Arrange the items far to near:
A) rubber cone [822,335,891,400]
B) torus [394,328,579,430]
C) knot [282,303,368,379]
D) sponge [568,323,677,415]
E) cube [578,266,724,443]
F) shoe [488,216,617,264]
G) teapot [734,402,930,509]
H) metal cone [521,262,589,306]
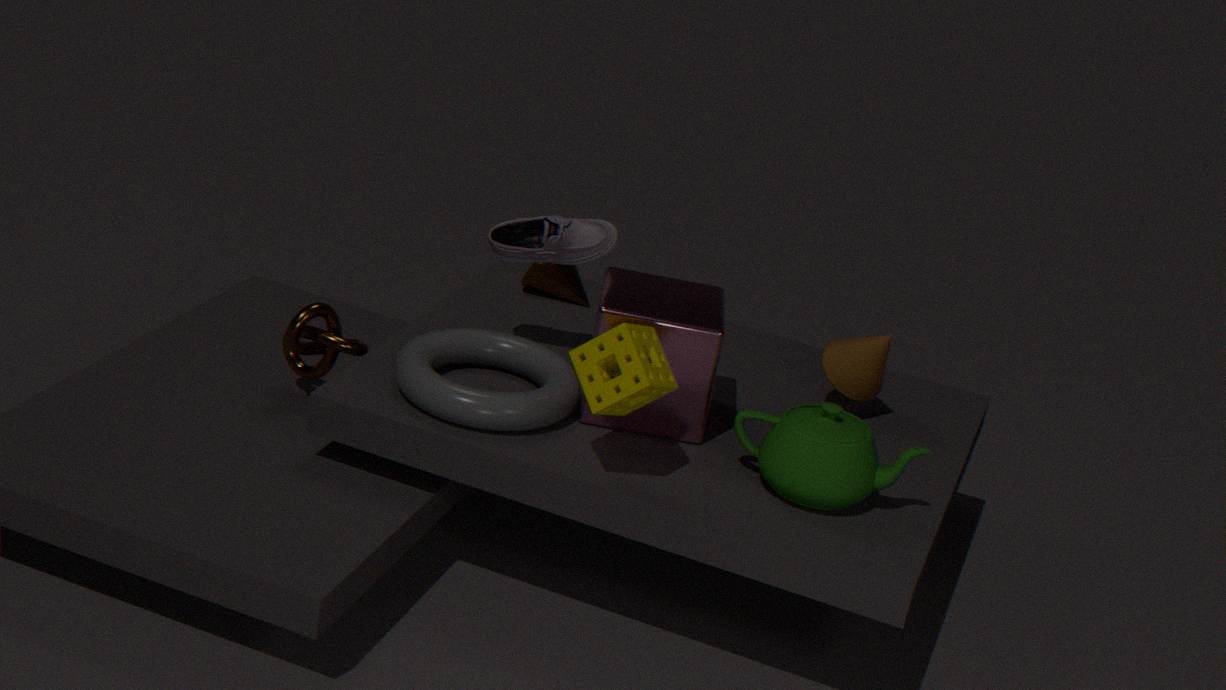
metal cone [521,262,589,306] < rubber cone [822,335,891,400] < shoe [488,216,617,264] < knot [282,303,368,379] < cube [578,266,724,443] < torus [394,328,579,430] < teapot [734,402,930,509] < sponge [568,323,677,415]
